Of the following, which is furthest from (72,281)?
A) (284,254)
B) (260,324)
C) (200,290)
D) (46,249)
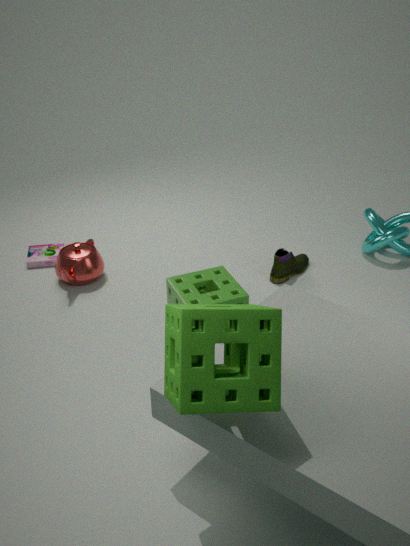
(260,324)
